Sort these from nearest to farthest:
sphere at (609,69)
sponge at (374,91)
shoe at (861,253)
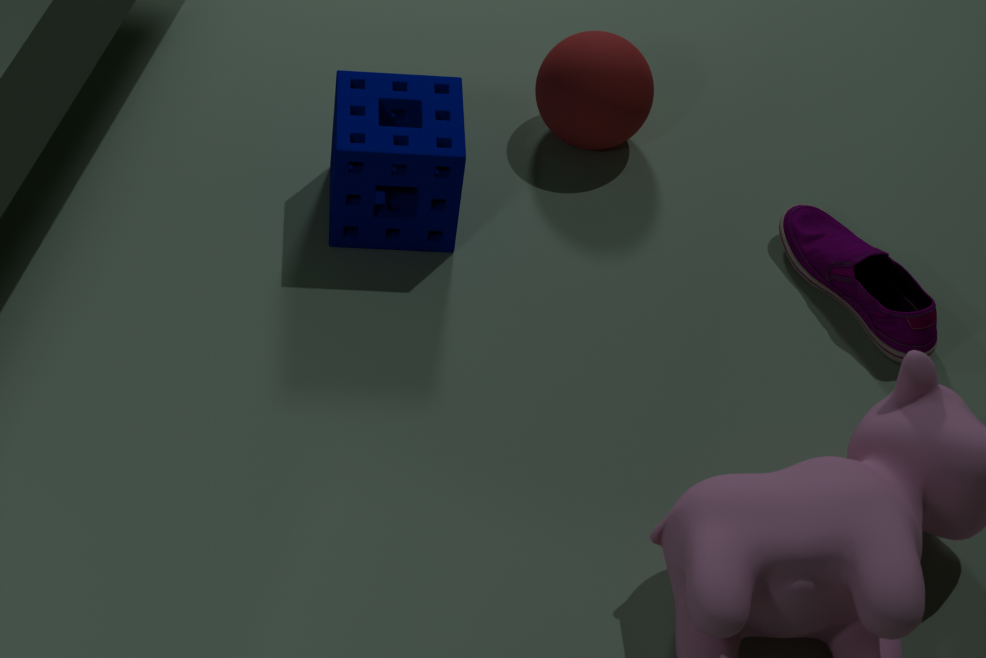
1. sponge at (374,91)
2. shoe at (861,253)
3. sphere at (609,69)
